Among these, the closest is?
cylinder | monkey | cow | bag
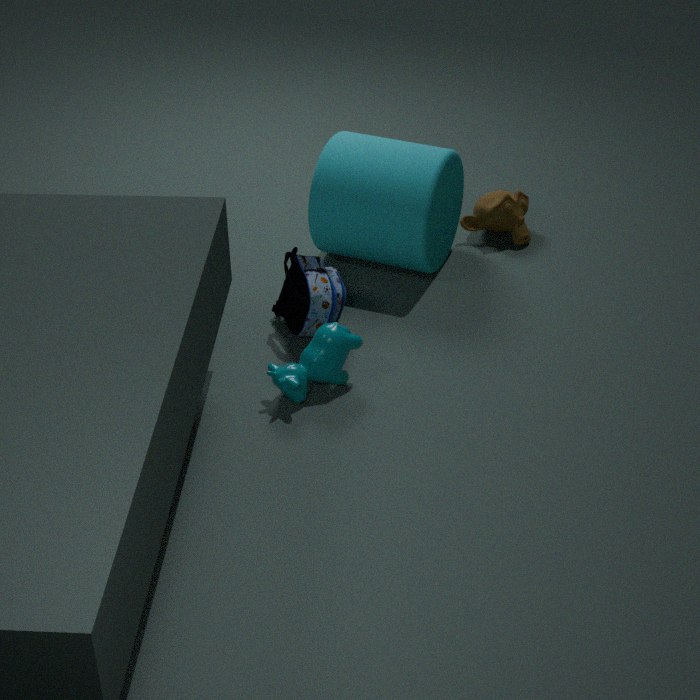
cow
